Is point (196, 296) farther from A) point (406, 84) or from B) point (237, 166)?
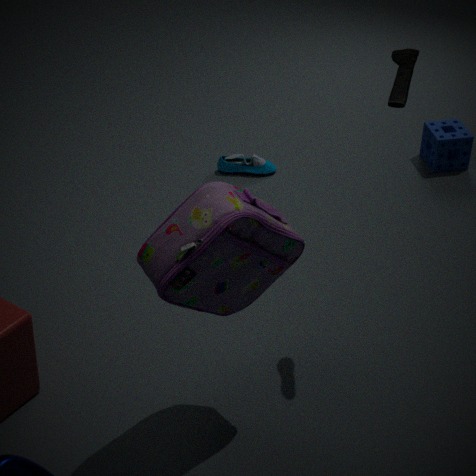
B) point (237, 166)
